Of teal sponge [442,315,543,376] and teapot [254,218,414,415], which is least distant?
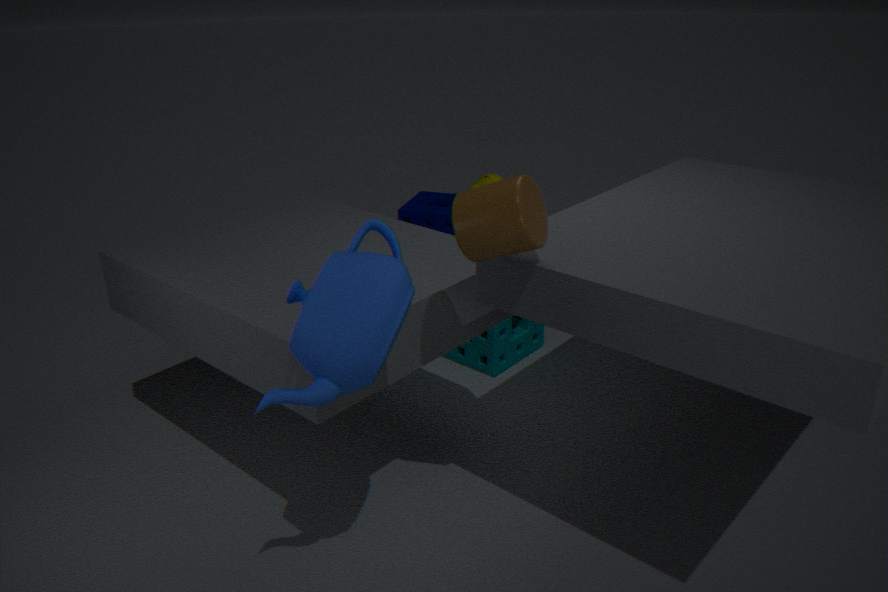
teapot [254,218,414,415]
